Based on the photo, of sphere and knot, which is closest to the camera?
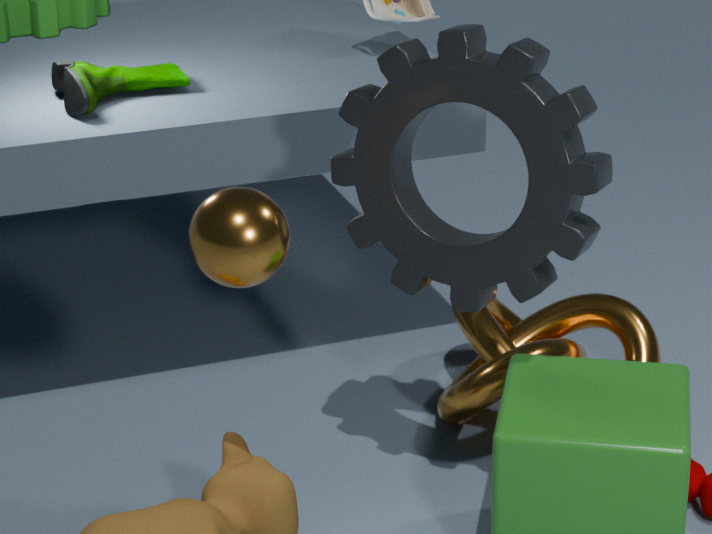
sphere
